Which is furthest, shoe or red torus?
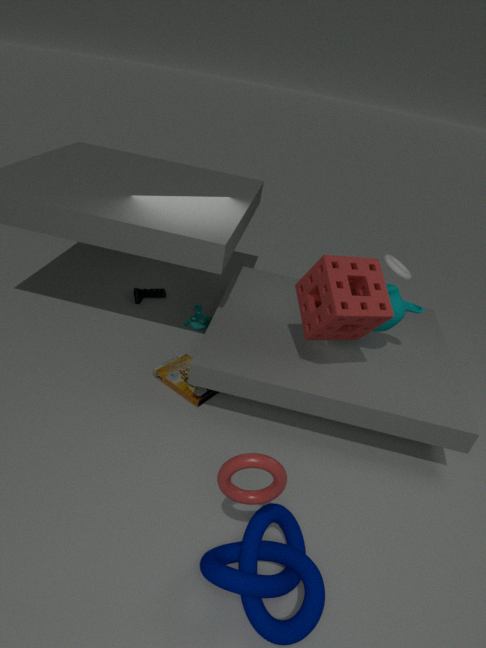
shoe
